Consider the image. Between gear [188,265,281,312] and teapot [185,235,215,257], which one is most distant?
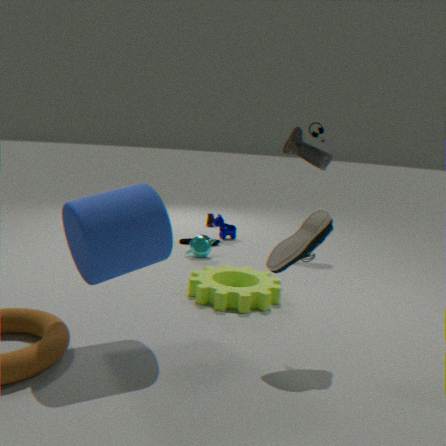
teapot [185,235,215,257]
